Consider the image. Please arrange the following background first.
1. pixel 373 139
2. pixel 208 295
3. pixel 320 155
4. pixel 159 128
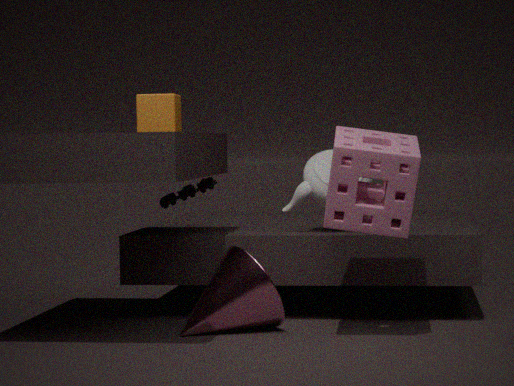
pixel 320 155 → pixel 159 128 → pixel 208 295 → pixel 373 139
